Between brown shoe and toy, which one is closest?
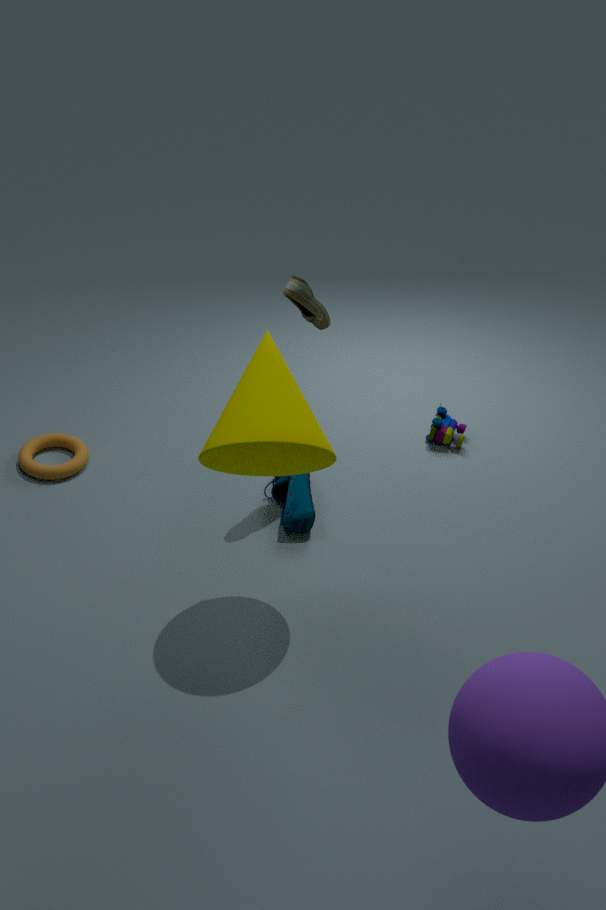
brown shoe
